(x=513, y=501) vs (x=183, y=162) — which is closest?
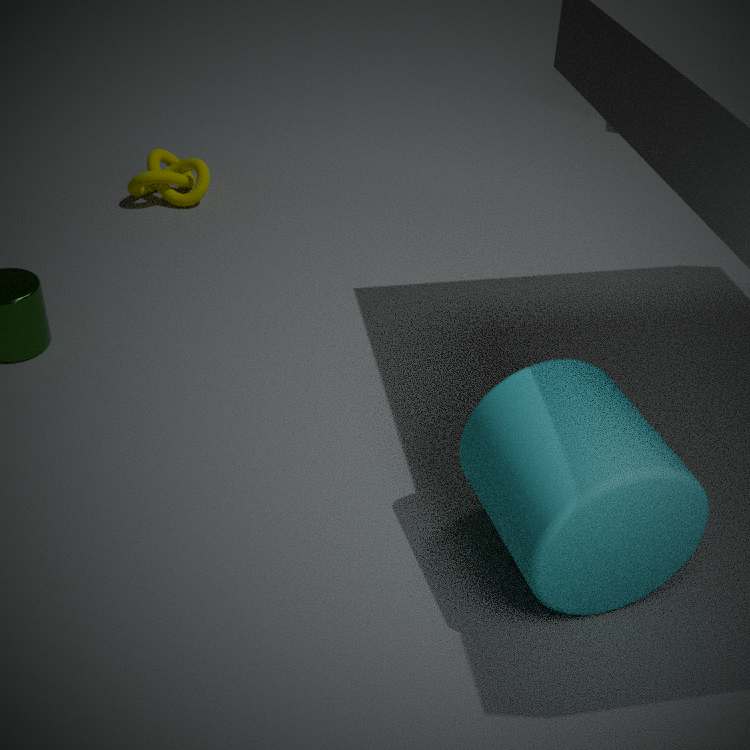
(x=513, y=501)
